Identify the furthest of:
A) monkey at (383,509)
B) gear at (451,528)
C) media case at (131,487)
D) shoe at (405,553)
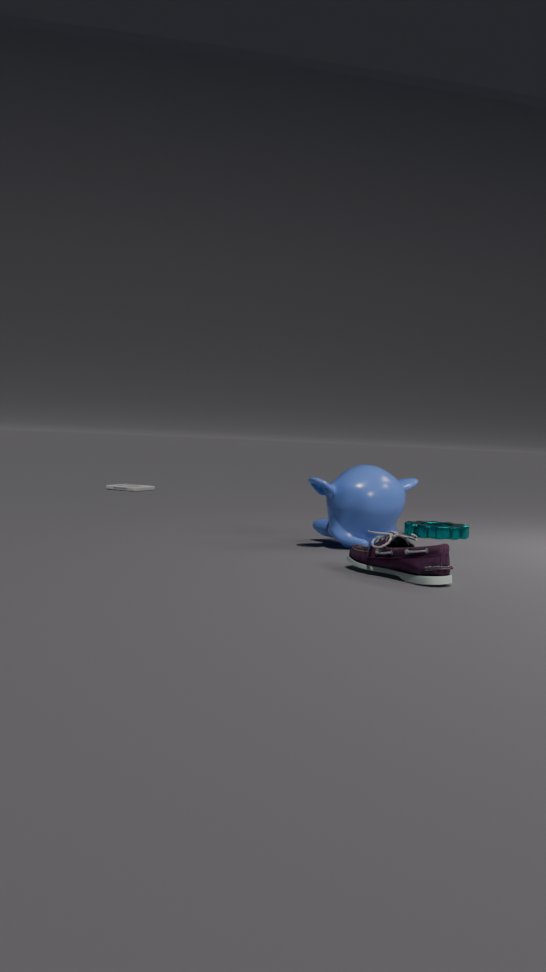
media case at (131,487)
